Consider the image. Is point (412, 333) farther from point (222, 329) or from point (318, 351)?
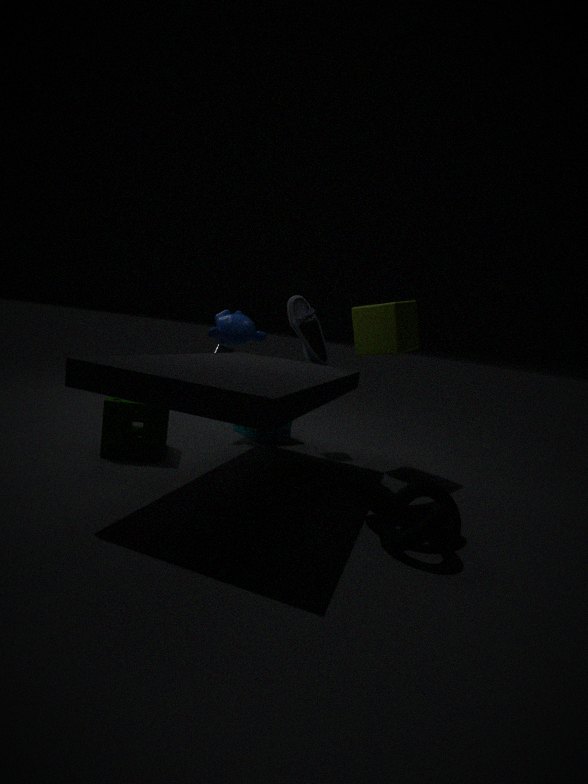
point (222, 329)
